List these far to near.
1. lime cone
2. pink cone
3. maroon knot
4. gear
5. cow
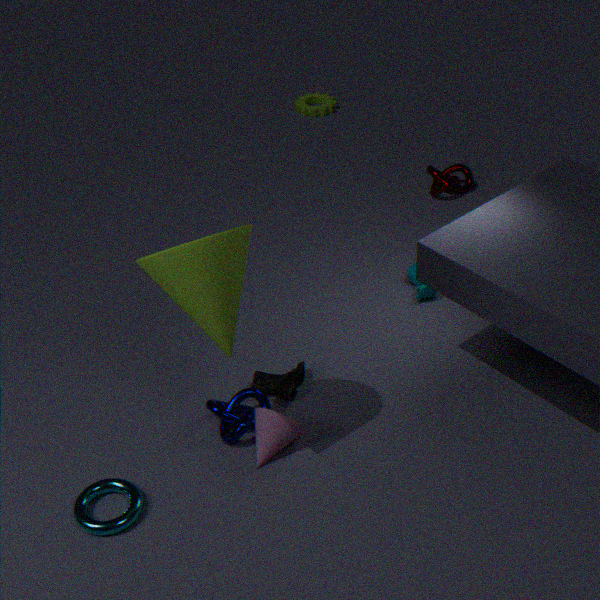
gear < maroon knot < cow < pink cone < lime cone
